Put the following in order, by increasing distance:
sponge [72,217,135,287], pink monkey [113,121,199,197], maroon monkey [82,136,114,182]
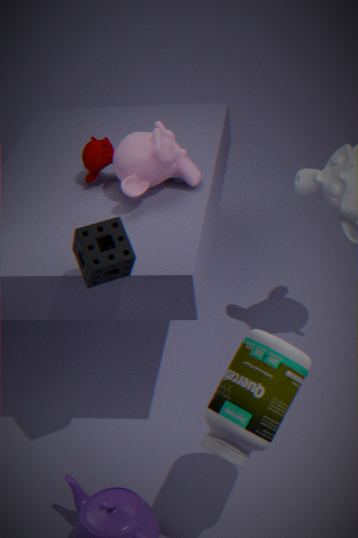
sponge [72,217,135,287], pink monkey [113,121,199,197], maroon monkey [82,136,114,182]
